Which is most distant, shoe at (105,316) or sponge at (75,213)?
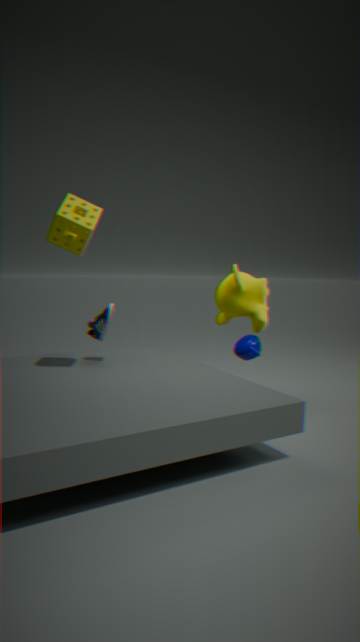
shoe at (105,316)
